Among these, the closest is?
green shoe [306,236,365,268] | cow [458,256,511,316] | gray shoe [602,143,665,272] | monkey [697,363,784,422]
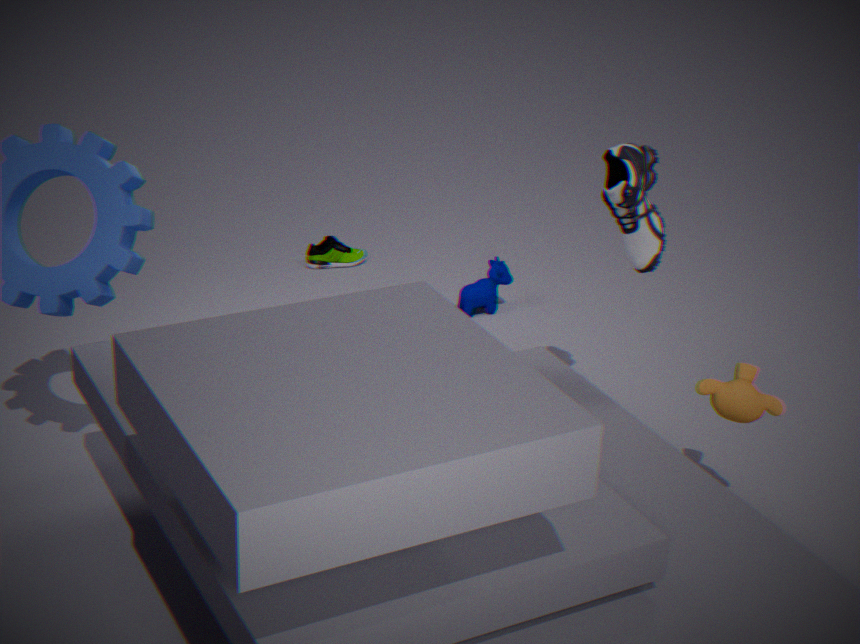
monkey [697,363,784,422]
